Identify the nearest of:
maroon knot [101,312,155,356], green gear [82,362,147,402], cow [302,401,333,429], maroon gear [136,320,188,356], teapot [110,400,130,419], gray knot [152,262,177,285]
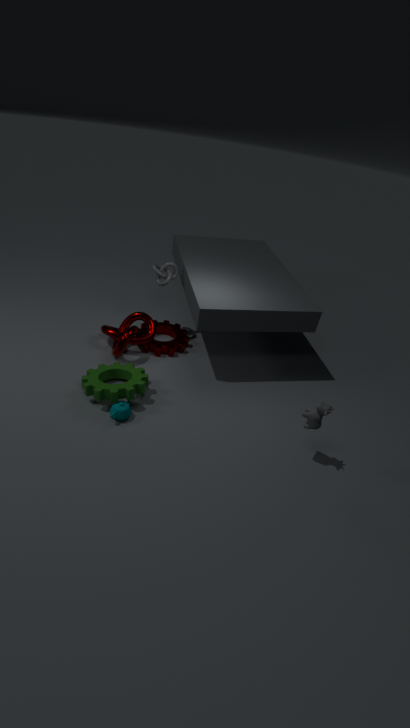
cow [302,401,333,429]
